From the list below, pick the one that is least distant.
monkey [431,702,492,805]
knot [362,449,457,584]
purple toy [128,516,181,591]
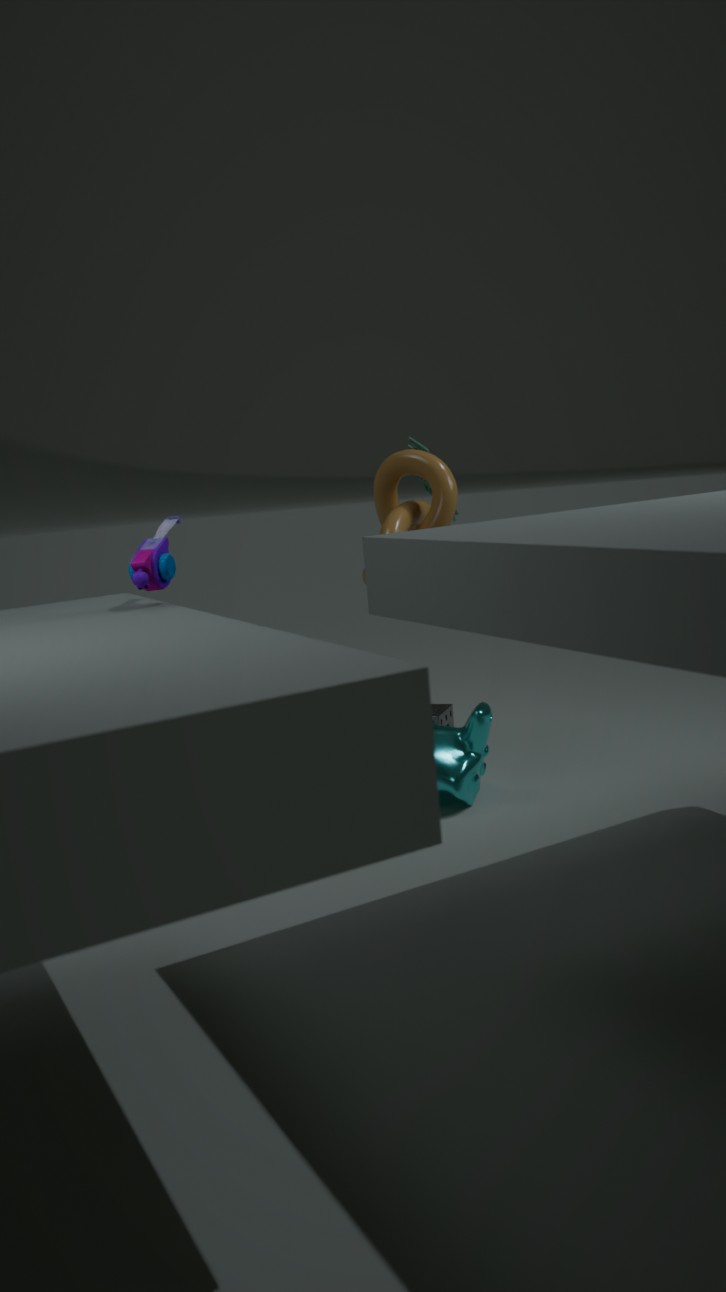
purple toy [128,516,181,591]
